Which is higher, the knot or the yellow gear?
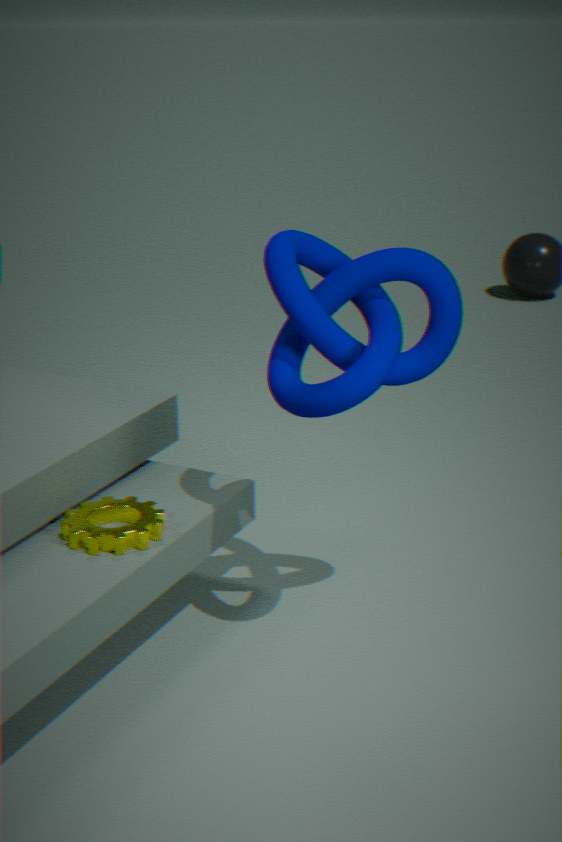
the knot
